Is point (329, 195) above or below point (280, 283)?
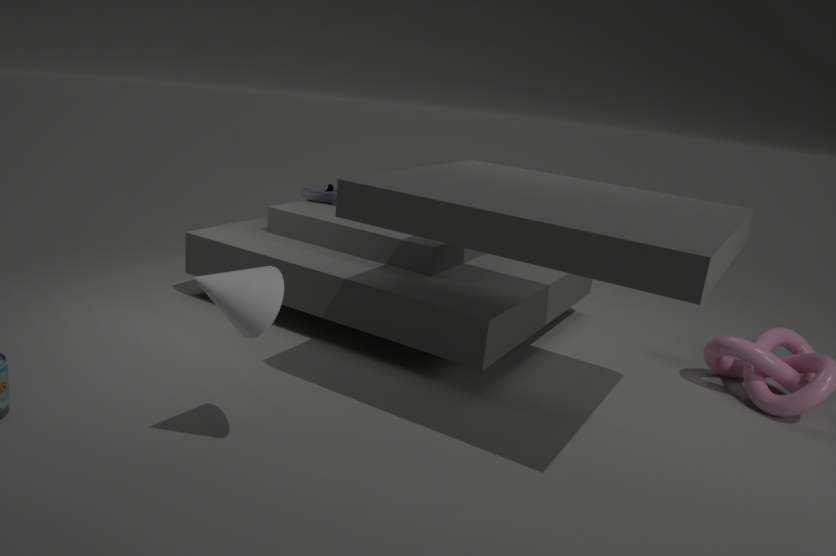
below
